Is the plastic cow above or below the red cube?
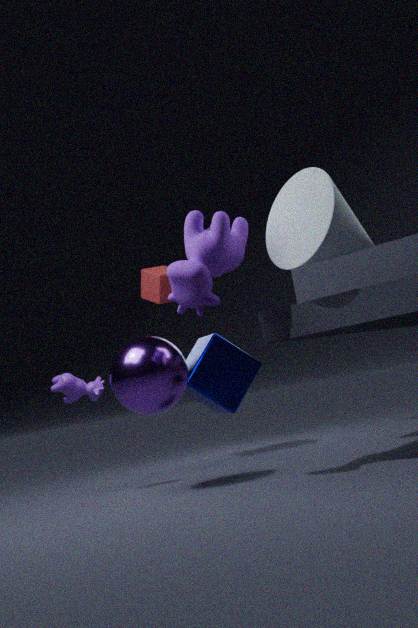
below
